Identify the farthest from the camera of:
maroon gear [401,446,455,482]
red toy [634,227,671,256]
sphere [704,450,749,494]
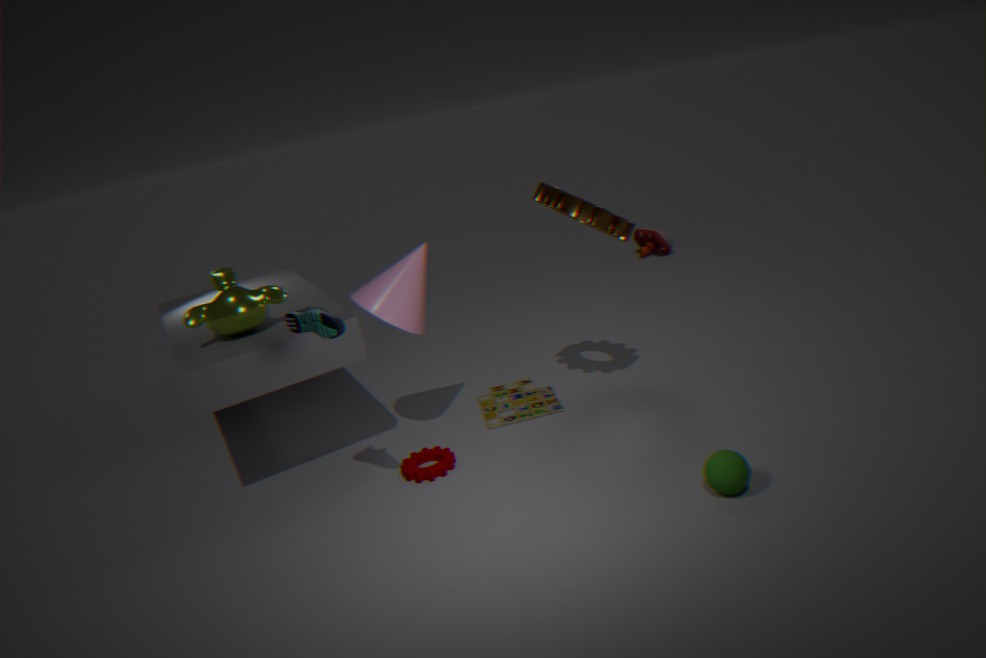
red toy [634,227,671,256]
